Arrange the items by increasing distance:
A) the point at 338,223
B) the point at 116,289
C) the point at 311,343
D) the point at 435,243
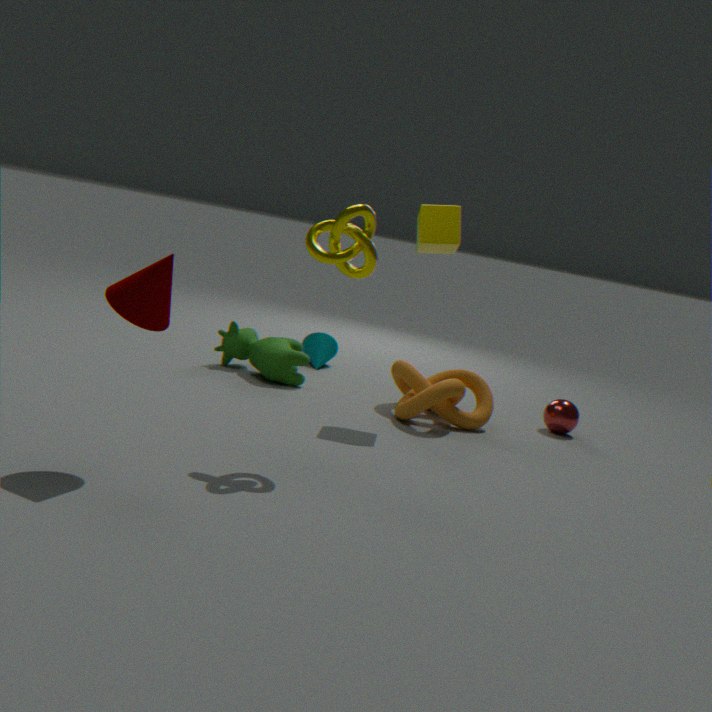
the point at 116,289 < the point at 338,223 < the point at 435,243 < the point at 311,343
